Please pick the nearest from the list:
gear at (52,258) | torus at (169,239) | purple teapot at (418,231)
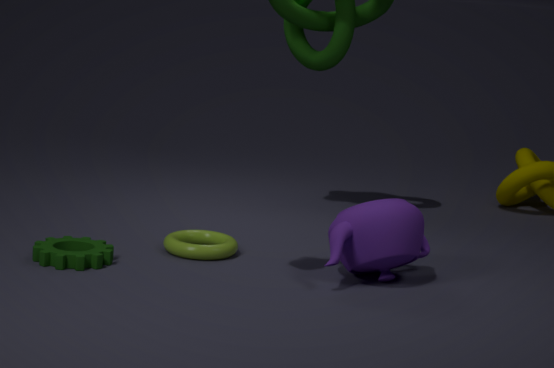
gear at (52,258)
